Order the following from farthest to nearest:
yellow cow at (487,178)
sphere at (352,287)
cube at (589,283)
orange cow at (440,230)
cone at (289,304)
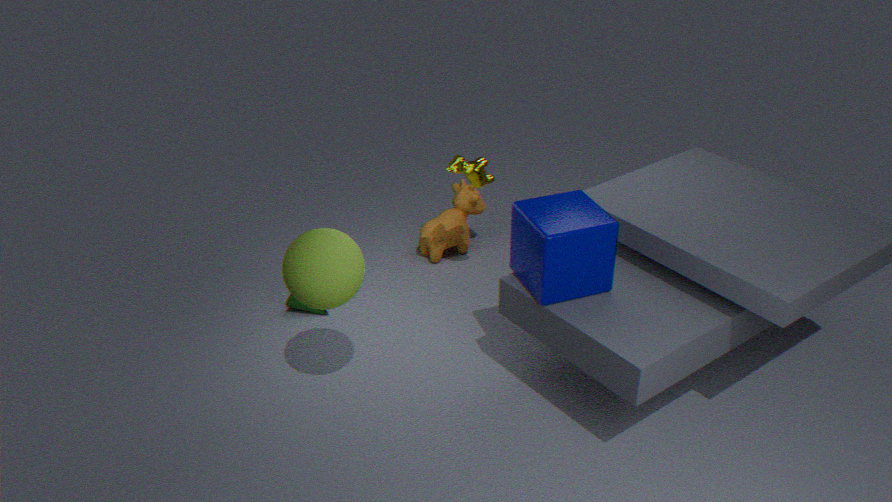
orange cow at (440,230) → cone at (289,304) → yellow cow at (487,178) → cube at (589,283) → sphere at (352,287)
